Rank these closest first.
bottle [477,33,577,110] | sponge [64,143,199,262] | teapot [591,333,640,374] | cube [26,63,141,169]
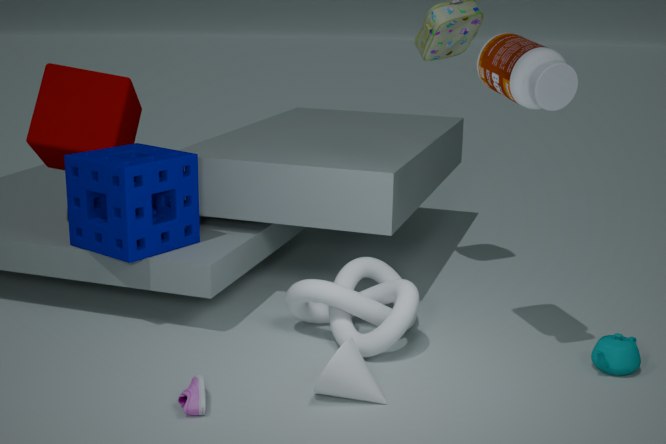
bottle [477,33,577,110] < teapot [591,333,640,374] < sponge [64,143,199,262] < cube [26,63,141,169]
